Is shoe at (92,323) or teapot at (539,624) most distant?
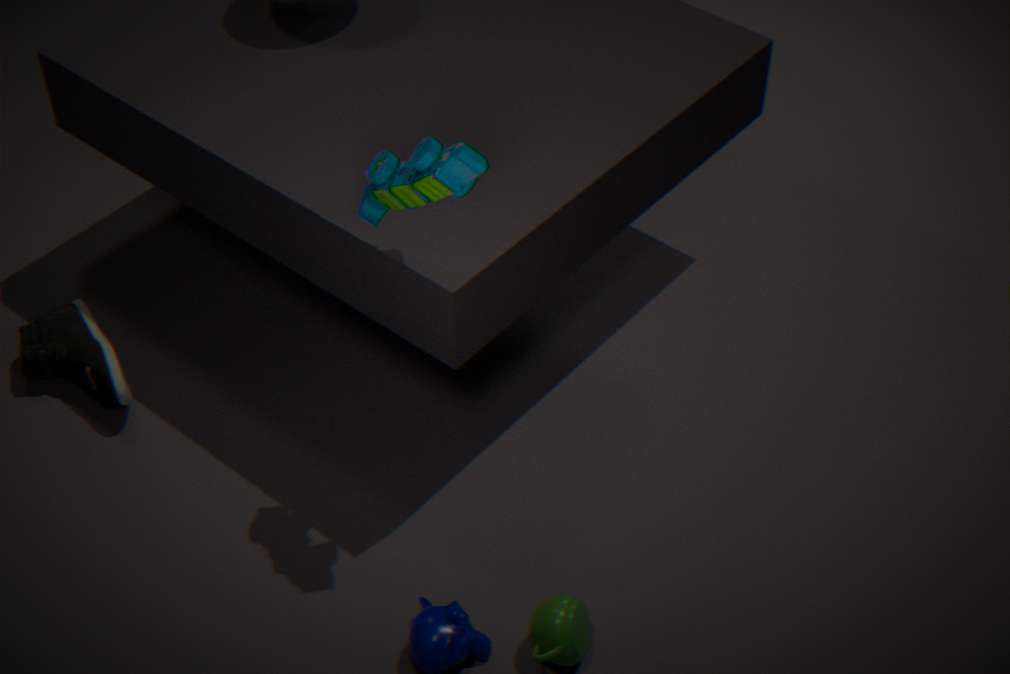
shoe at (92,323)
